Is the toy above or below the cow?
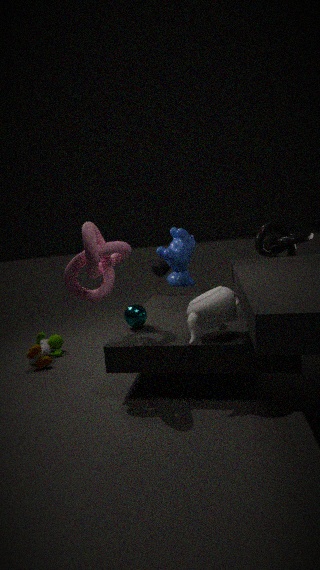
below
